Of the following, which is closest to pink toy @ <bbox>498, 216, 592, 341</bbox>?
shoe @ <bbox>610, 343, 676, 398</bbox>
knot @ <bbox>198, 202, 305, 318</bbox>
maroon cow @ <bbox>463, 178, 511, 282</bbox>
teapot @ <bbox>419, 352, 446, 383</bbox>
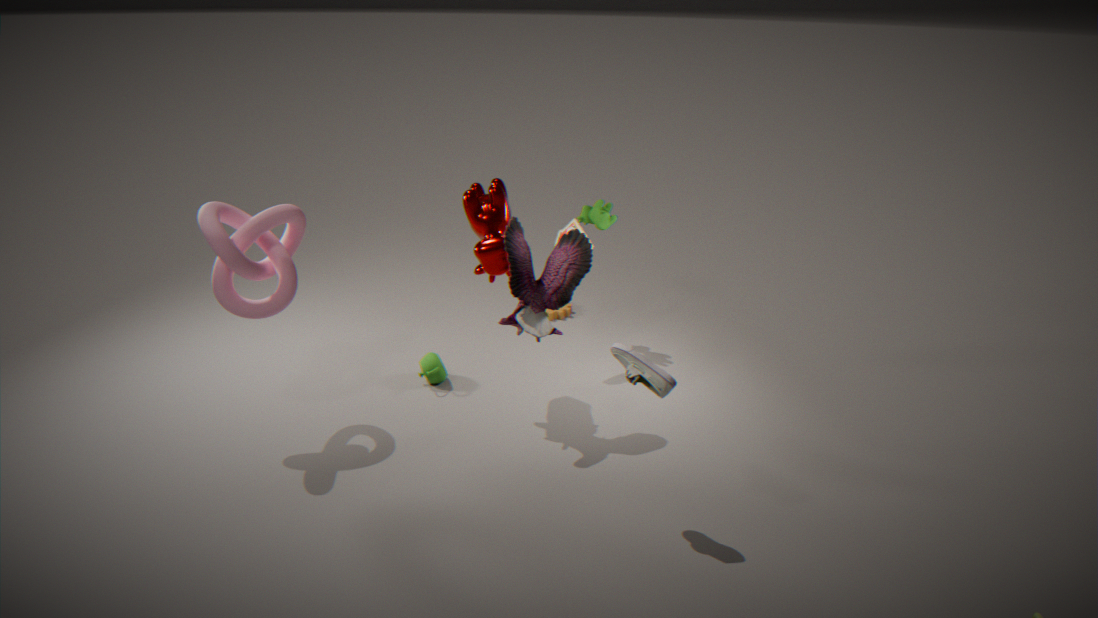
maroon cow @ <bbox>463, 178, 511, 282</bbox>
